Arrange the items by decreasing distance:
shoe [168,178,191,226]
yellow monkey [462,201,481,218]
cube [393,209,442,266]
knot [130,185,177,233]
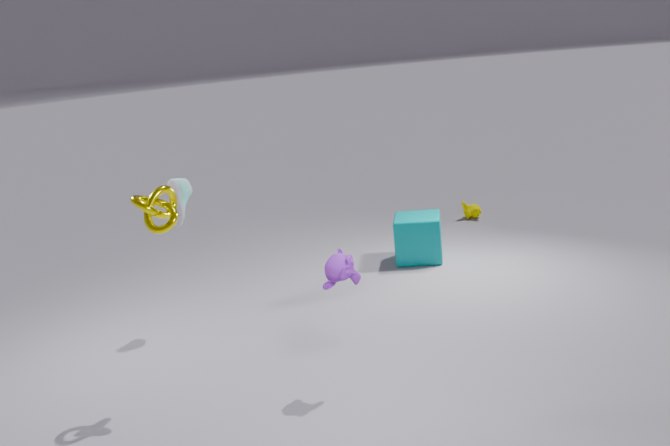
yellow monkey [462,201,481,218] → cube [393,209,442,266] → shoe [168,178,191,226] → knot [130,185,177,233]
